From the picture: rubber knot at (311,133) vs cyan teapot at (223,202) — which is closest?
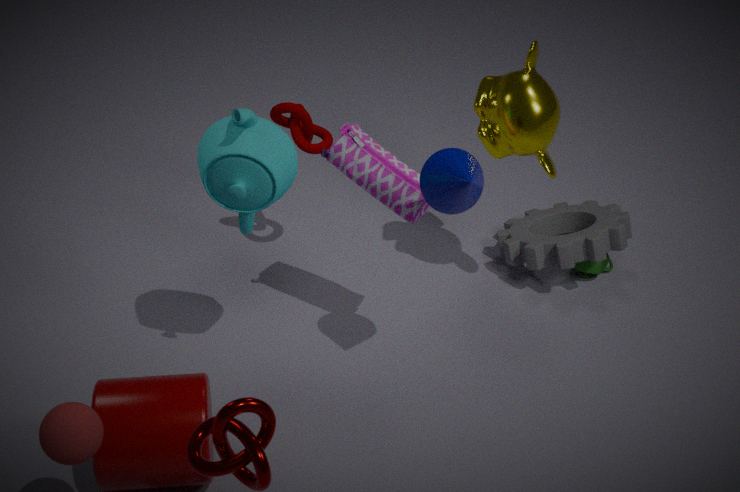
cyan teapot at (223,202)
